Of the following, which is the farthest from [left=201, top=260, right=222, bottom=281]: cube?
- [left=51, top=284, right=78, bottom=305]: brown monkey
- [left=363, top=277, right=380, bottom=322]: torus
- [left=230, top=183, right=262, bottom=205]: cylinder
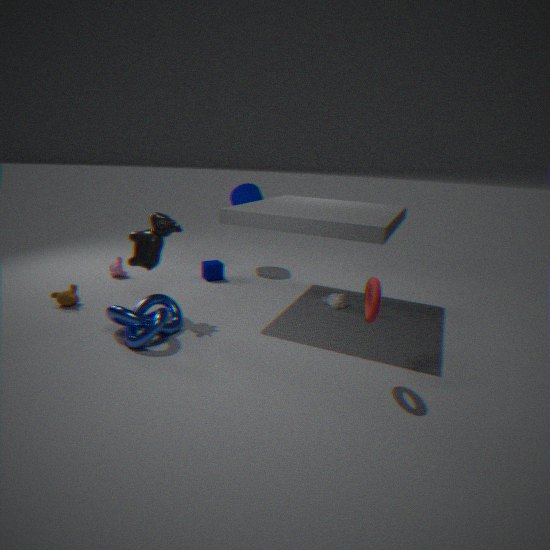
[left=363, top=277, right=380, bottom=322]: torus
